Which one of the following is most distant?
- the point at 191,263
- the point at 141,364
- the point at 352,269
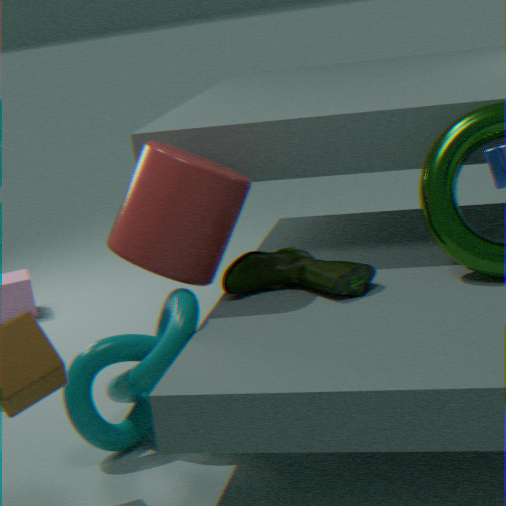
the point at 191,263
